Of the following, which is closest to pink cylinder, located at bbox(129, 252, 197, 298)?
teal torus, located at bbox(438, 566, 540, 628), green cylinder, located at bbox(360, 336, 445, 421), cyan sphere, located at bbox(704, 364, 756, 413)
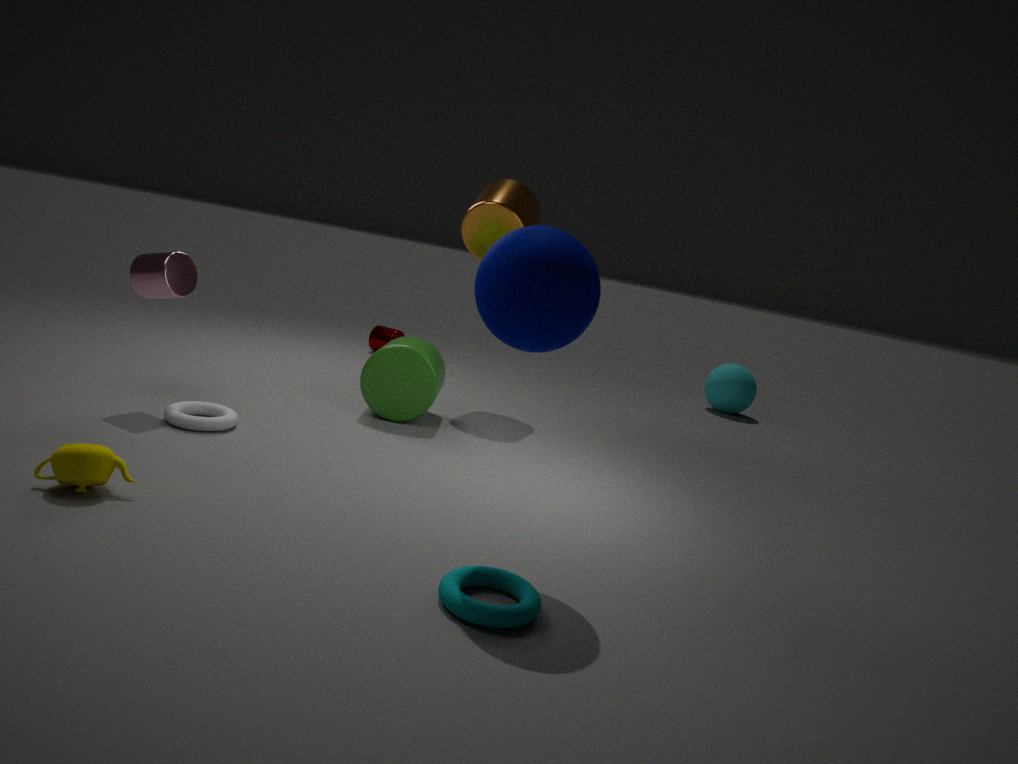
green cylinder, located at bbox(360, 336, 445, 421)
